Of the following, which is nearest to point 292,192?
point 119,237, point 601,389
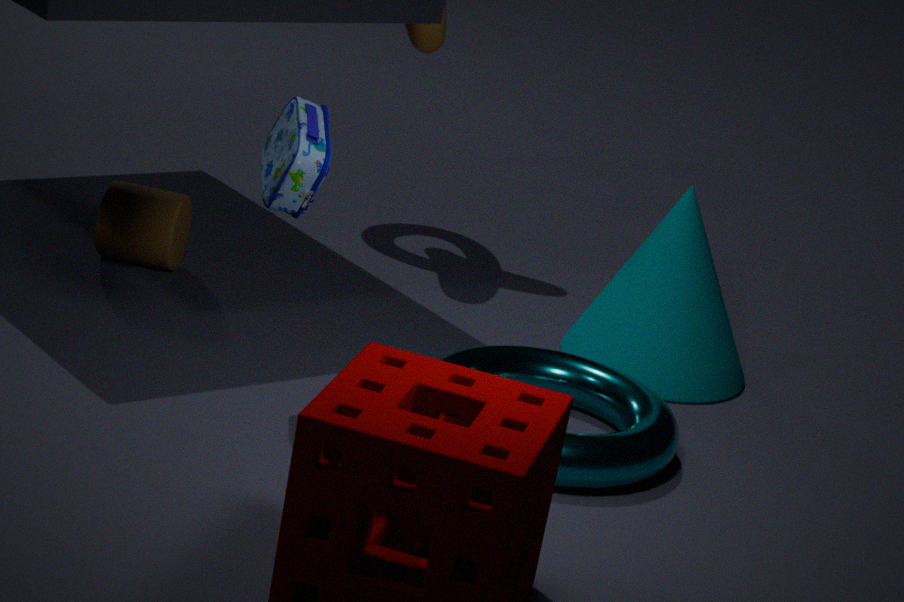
point 601,389
